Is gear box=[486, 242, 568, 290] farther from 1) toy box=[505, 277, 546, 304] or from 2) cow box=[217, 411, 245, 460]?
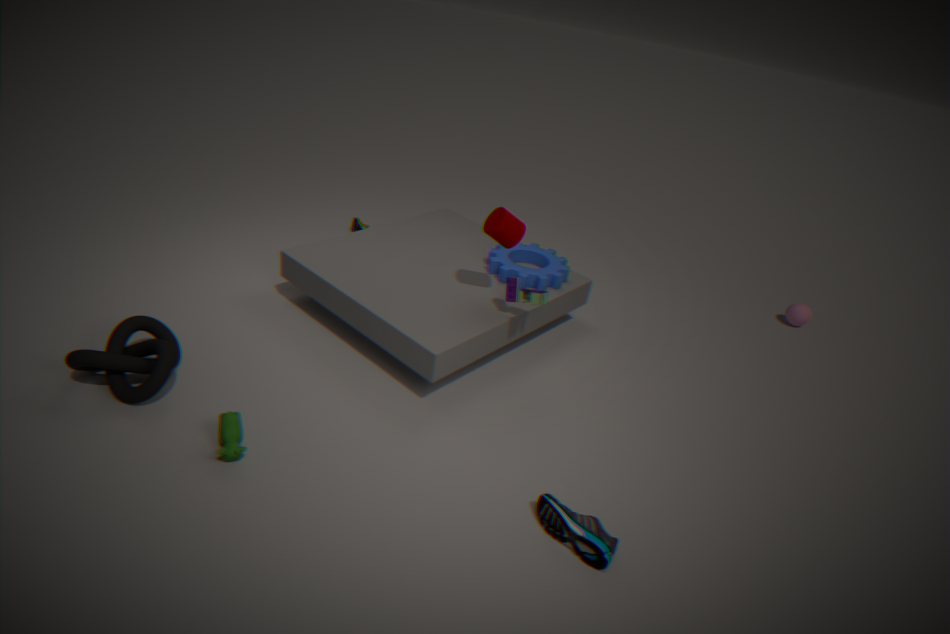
2) cow box=[217, 411, 245, 460]
